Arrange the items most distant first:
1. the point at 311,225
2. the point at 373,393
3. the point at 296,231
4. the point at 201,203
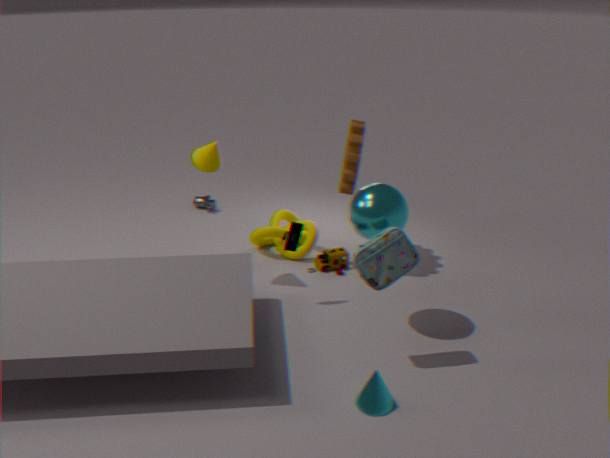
the point at 201,203 → the point at 311,225 → the point at 296,231 → the point at 373,393
